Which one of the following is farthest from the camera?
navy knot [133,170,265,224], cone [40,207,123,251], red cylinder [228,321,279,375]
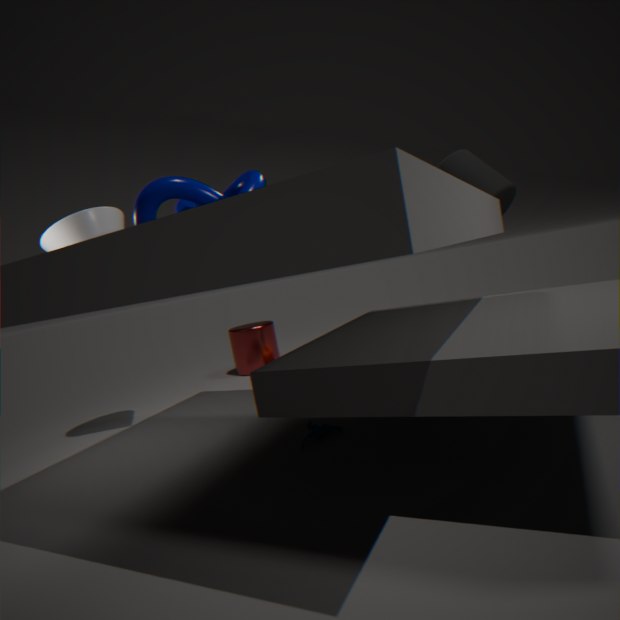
red cylinder [228,321,279,375]
